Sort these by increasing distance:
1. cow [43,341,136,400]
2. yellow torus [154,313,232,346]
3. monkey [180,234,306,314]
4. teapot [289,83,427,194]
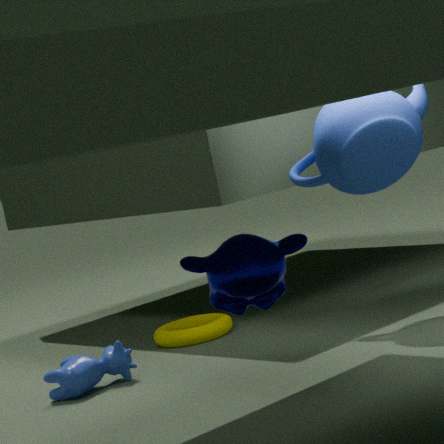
monkey [180,234,306,314]
cow [43,341,136,400]
teapot [289,83,427,194]
yellow torus [154,313,232,346]
